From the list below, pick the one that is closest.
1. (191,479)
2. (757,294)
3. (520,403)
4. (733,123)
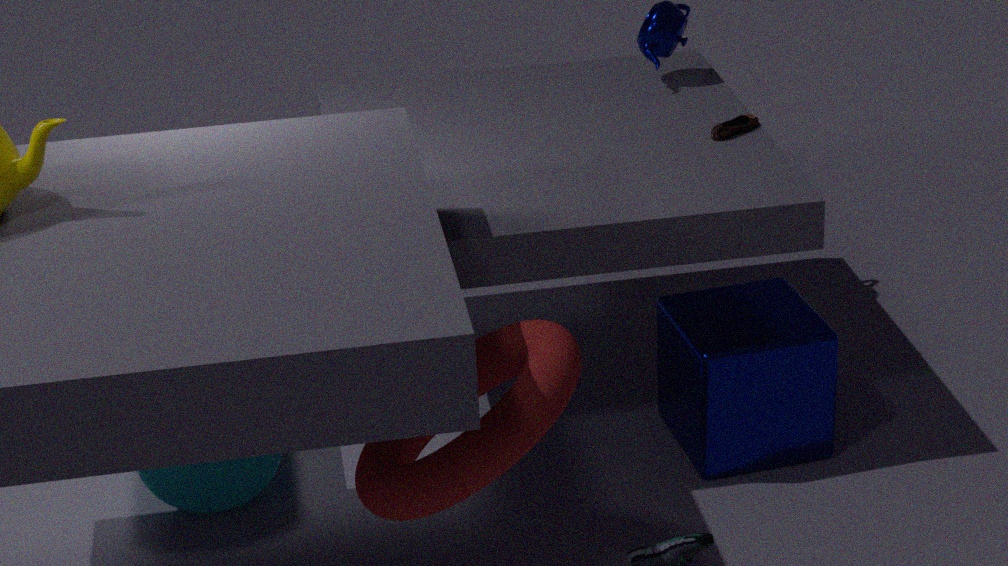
(520,403)
